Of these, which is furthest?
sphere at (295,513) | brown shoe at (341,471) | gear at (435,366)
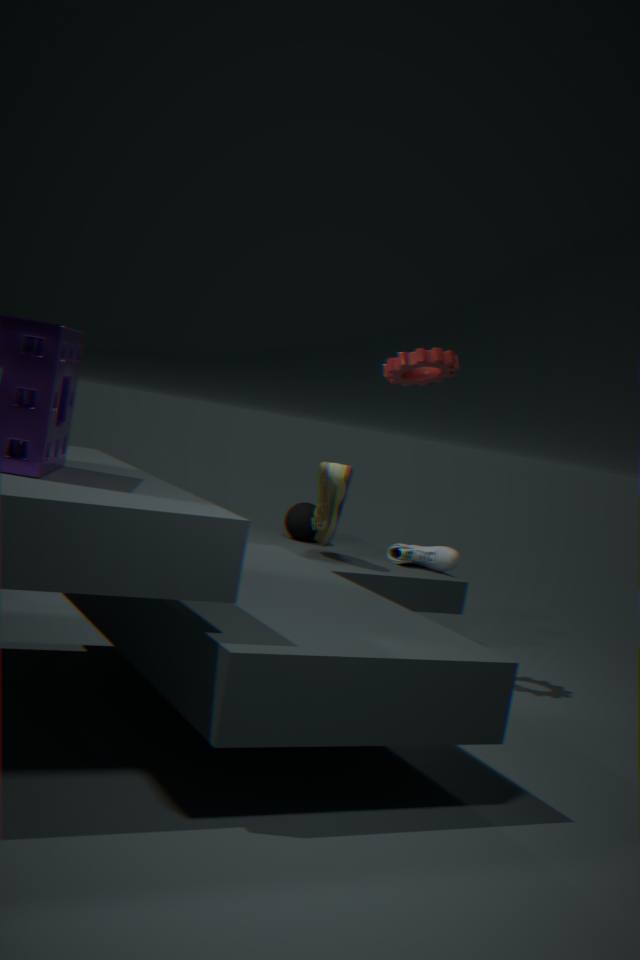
sphere at (295,513)
